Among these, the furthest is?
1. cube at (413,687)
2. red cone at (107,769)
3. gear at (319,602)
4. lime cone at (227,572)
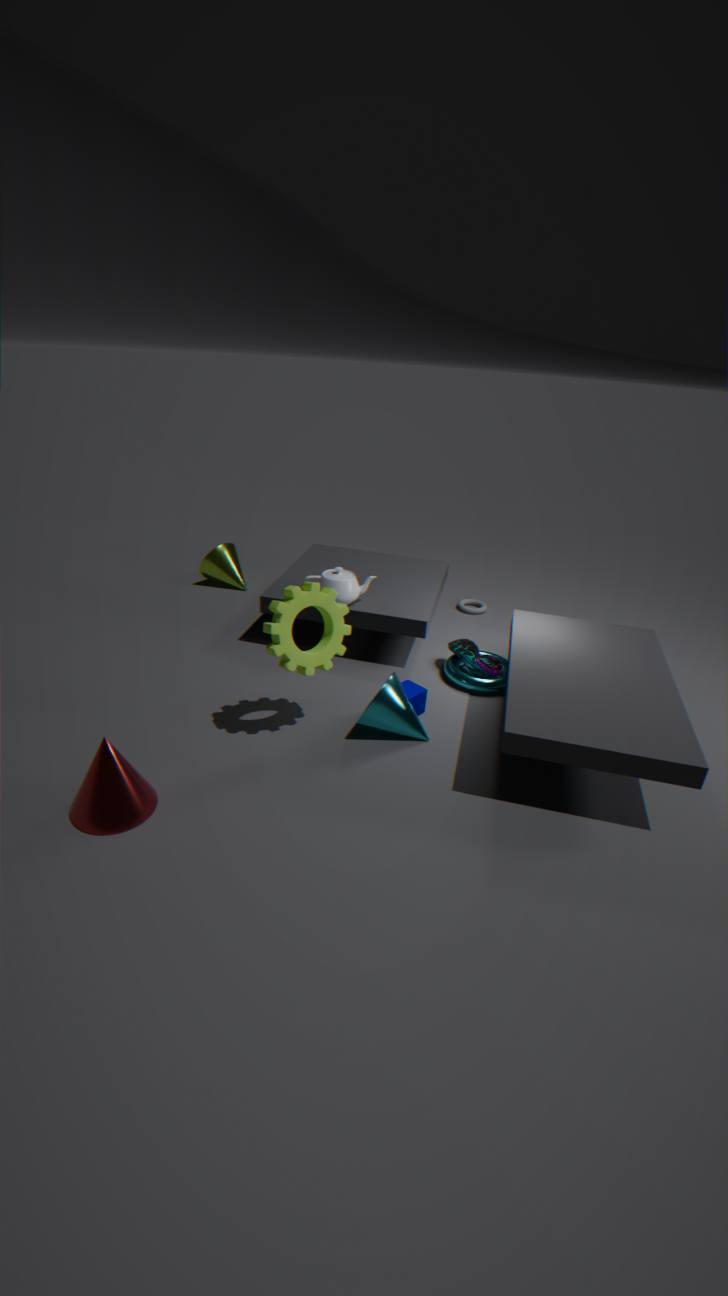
lime cone at (227,572)
